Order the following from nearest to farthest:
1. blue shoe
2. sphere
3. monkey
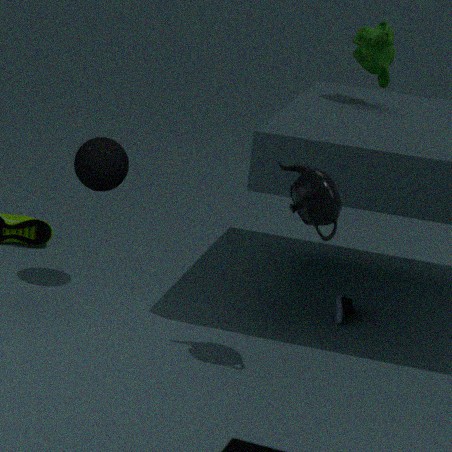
sphere < blue shoe < monkey
